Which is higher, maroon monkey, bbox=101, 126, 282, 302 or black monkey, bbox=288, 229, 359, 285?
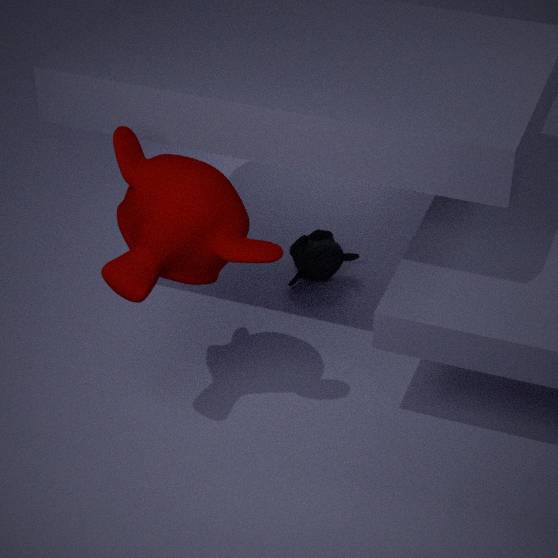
maroon monkey, bbox=101, 126, 282, 302
